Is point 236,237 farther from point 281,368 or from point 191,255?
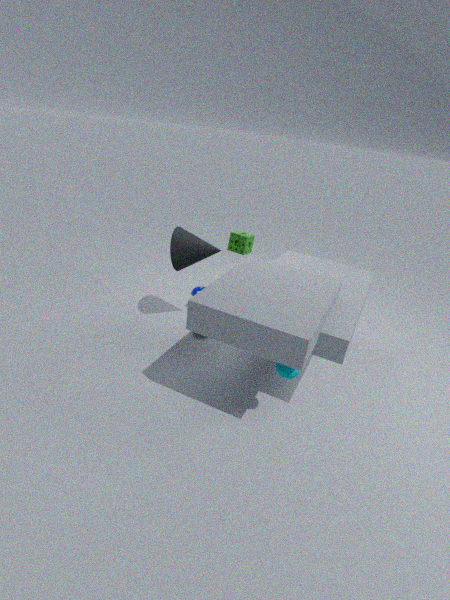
point 281,368
